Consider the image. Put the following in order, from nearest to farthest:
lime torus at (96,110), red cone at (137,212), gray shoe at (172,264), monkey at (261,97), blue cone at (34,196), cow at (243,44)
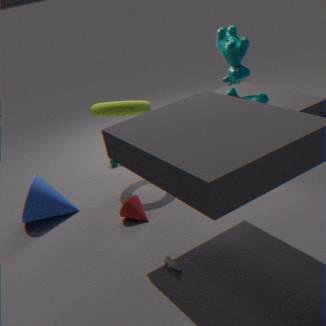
gray shoe at (172,264)
red cone at (137,212)
blue cone at (34,196)
lime torus at (96,110)
cow at (243,44)
monkey at (261,97)
